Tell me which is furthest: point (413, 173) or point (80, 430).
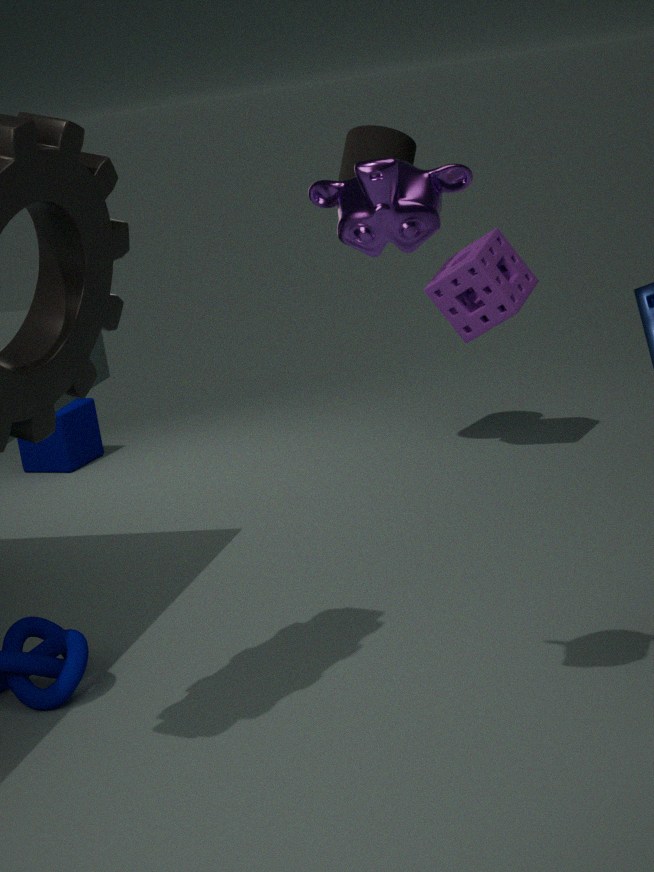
point (80, 430)
